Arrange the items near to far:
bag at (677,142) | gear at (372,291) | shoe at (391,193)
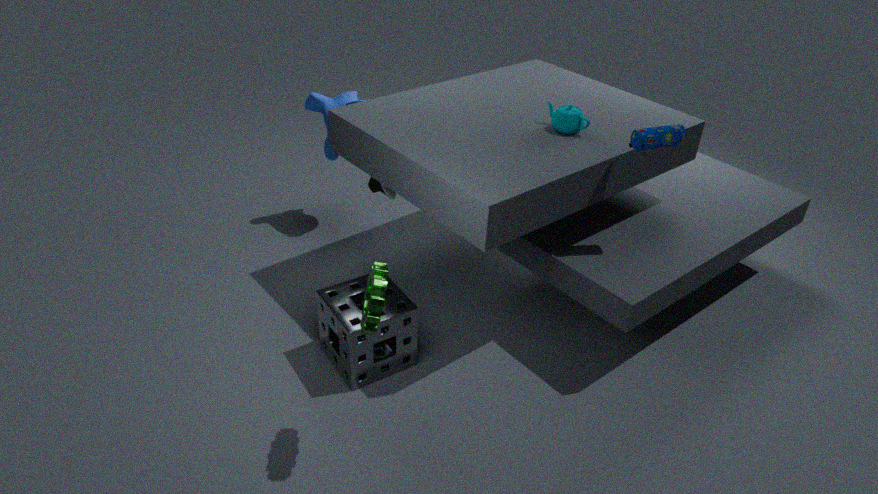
gear at (372,291) → bag at (677,142) → shoe at (391,193)
